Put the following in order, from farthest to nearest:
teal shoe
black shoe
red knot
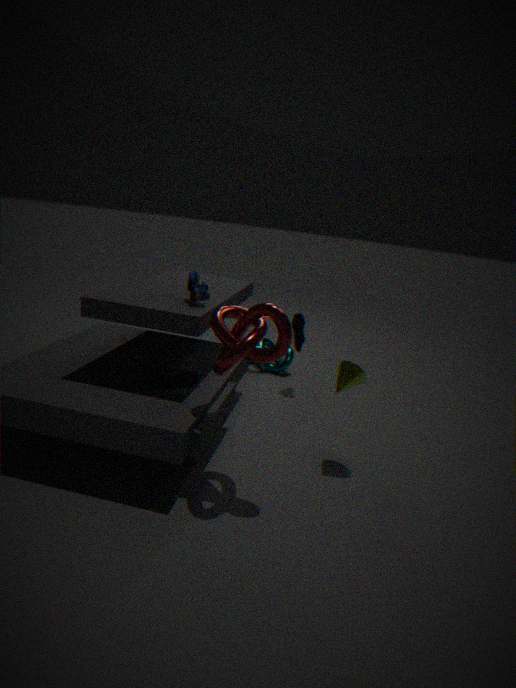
teal shoe → black shoe → red knot
